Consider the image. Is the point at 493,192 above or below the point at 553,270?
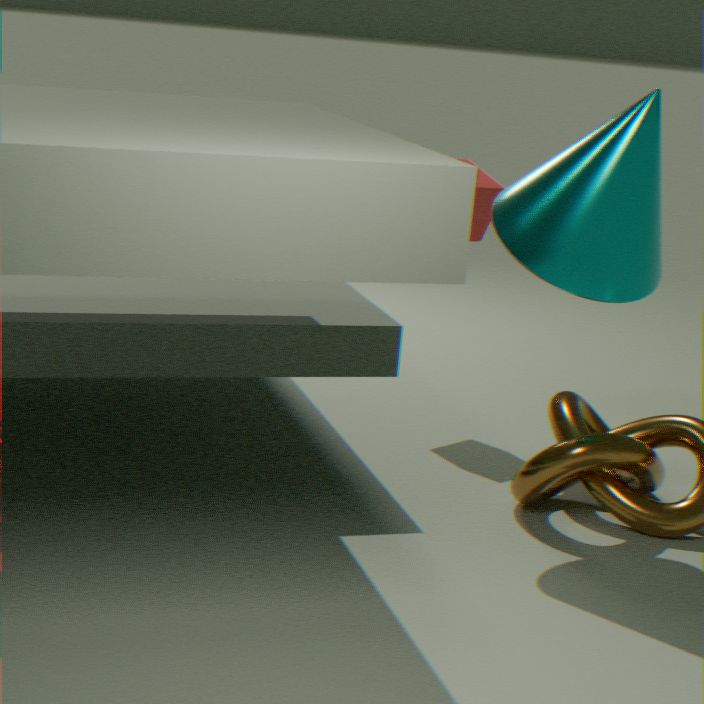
below
